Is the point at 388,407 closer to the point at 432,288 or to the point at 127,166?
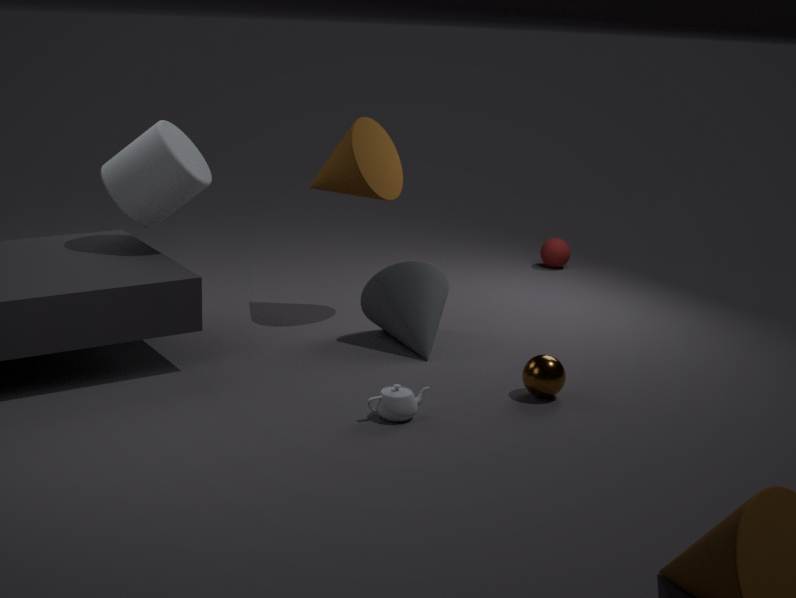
the point at 432,288
